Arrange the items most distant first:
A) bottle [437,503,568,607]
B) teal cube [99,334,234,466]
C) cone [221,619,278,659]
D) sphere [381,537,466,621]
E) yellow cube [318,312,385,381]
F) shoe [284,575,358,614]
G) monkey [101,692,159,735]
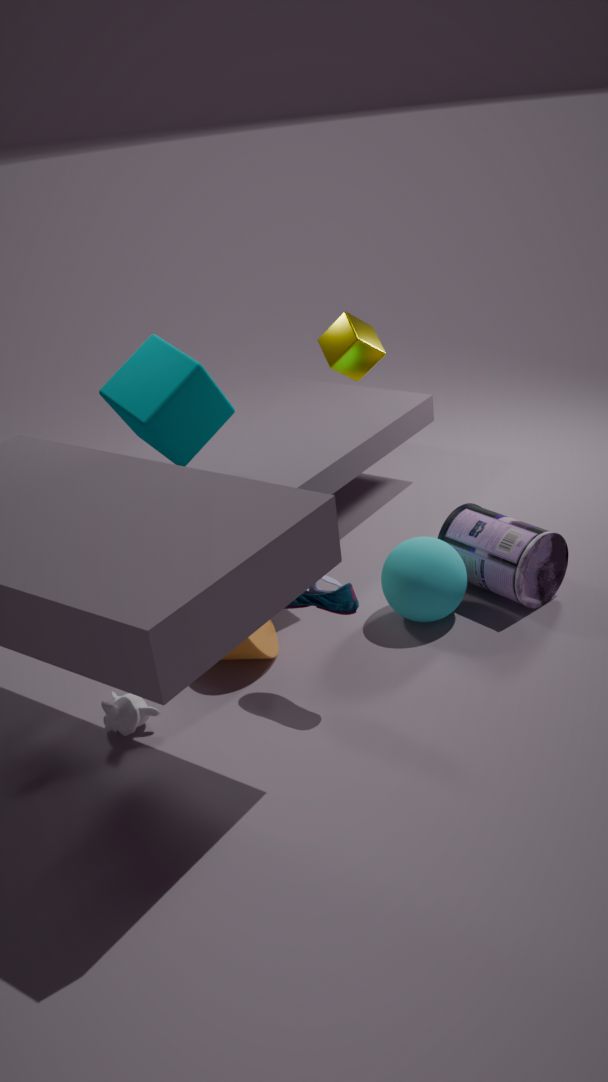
teal cube [99,334,234,466]
bottle [437,503,568,607]
yellow cube [318,312,385,381]
sphere [381,537,466,621]
cone [221,619,278,659]
monkey [101,692,159,735]
shoe [284,575,358,614]
